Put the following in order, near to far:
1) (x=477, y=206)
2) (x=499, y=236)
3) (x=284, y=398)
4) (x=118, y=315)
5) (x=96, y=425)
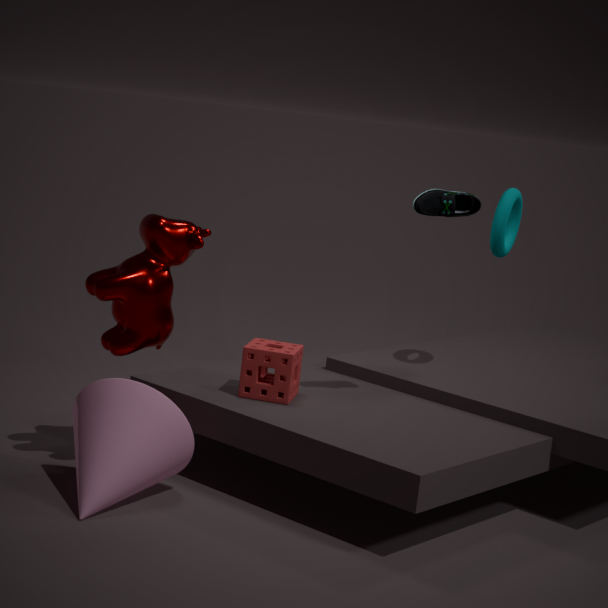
5. (x=96, y=425) < 4. (x=118, y=315) < 1. (x=477, y=206) < 3. (x=284, y=398) < 2. (x=499, y=236)
